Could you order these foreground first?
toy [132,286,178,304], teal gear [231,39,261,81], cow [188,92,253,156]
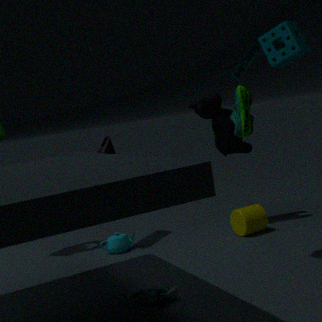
toy [132,286,178,304]
teal gear [231,39,261,81]
cow [188,92,253,156]
